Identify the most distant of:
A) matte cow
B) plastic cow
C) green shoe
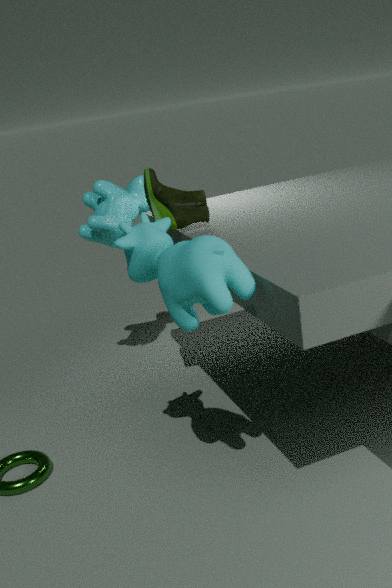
plastic cow
